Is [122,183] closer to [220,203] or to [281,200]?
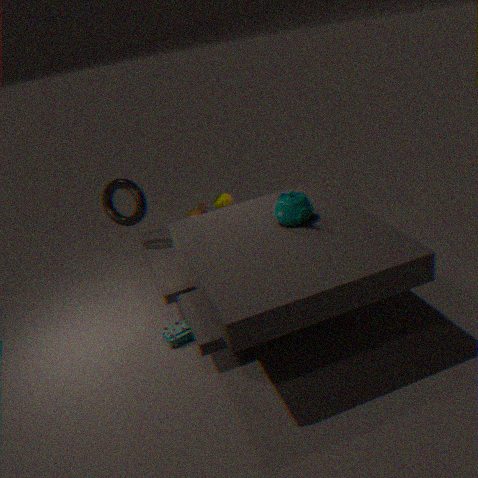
[220,203]
